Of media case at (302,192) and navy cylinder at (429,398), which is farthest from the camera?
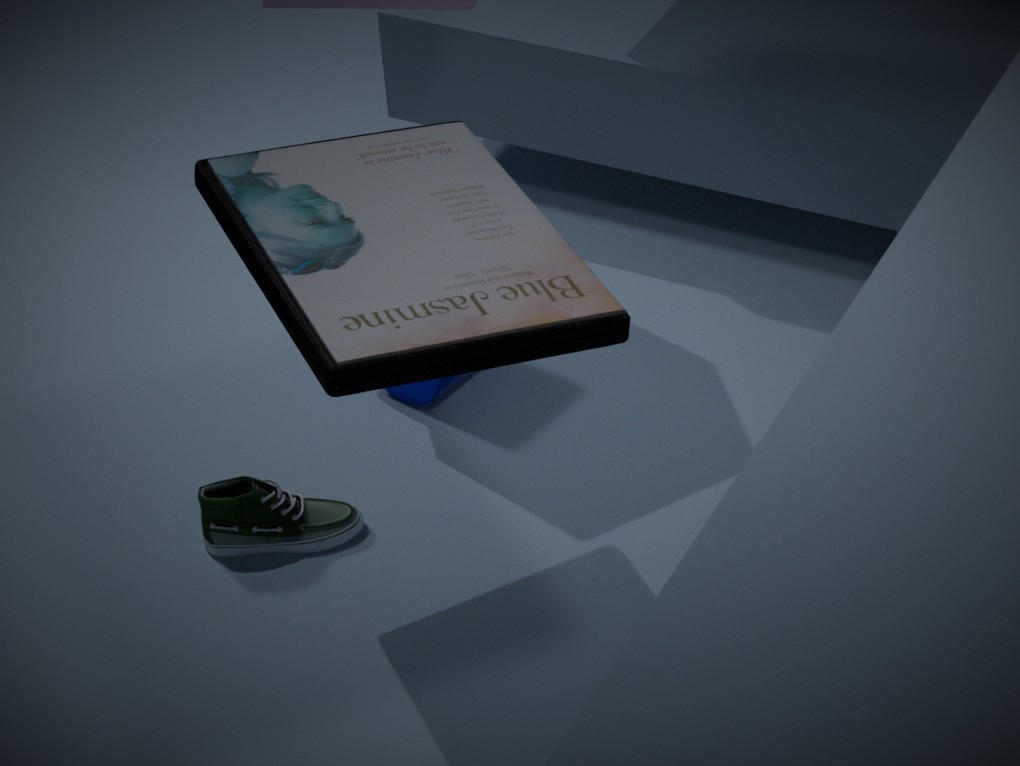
navy cylinder at (429,398)
